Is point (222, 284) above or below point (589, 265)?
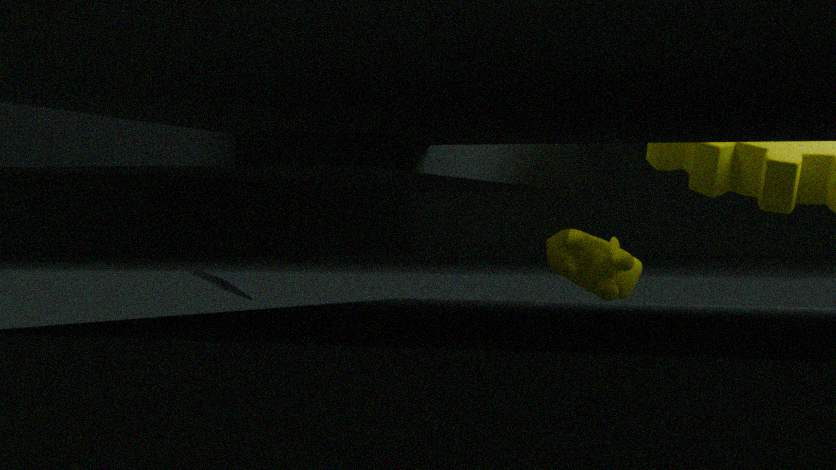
below
